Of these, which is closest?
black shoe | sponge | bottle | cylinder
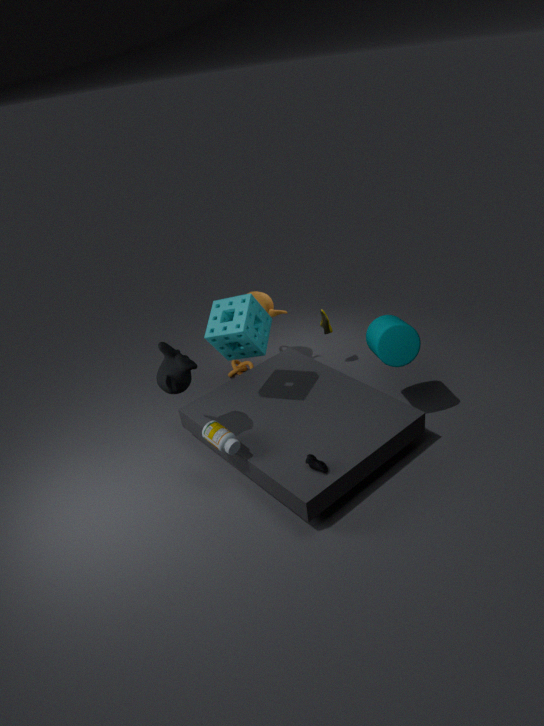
black shoe
